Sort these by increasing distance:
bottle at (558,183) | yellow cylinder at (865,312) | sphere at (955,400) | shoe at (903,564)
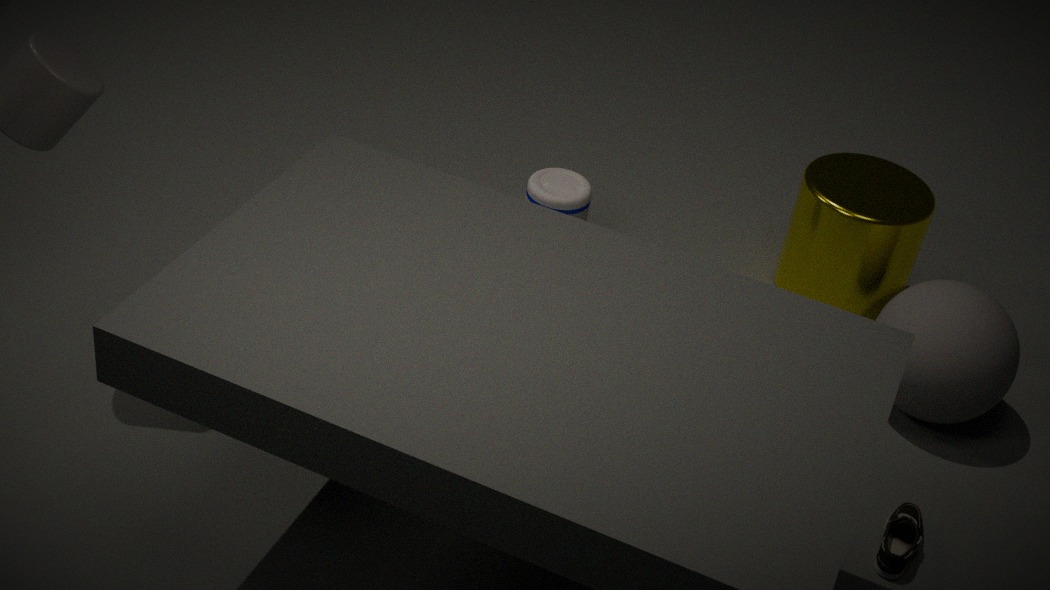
shoe at (903,564)
sphere at (955,400)
yellow cylinder at (865,312)
bottle at (558,183)
